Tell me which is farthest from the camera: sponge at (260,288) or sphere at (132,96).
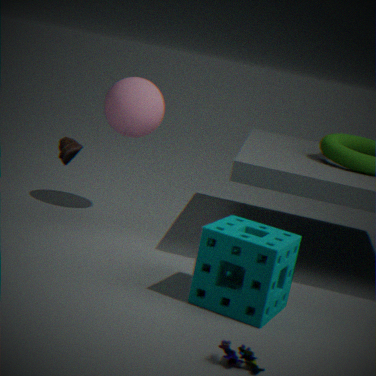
sphere at (132,96)
